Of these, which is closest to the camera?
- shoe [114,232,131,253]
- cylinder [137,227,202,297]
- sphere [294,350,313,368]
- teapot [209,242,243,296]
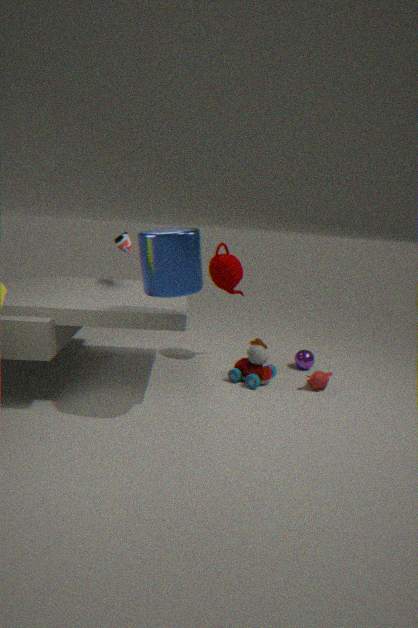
cylinder [137,227,202,297]
